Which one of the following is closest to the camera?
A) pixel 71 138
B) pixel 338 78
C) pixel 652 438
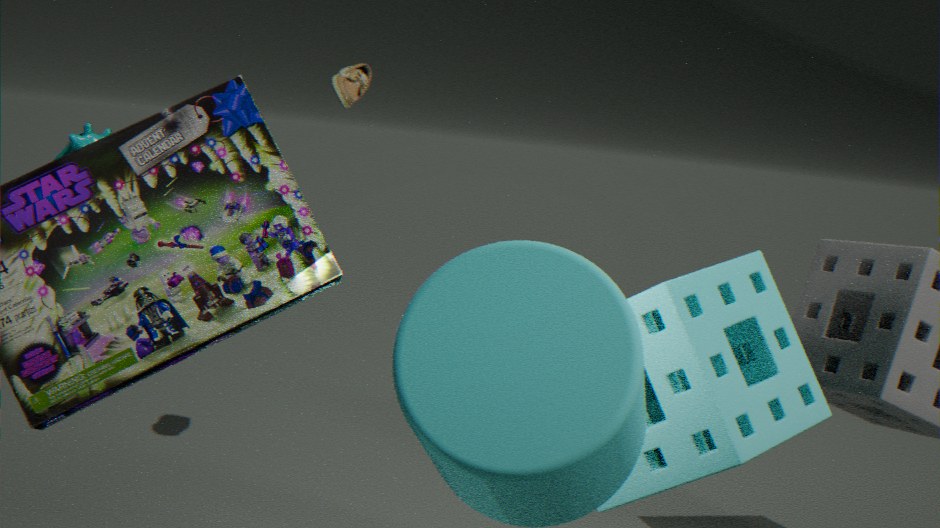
pixel 71 138
